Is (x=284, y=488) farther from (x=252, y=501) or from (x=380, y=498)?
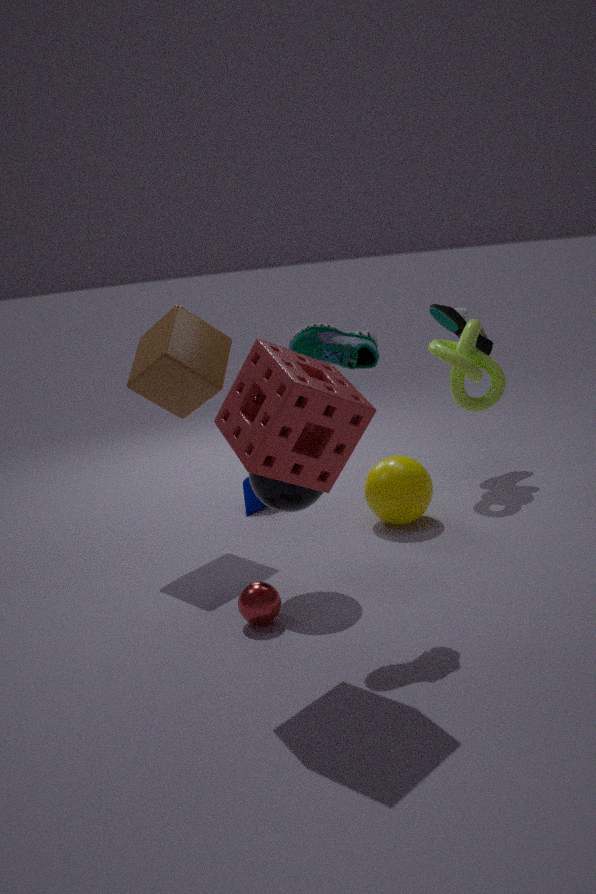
(x=252, y=501)
